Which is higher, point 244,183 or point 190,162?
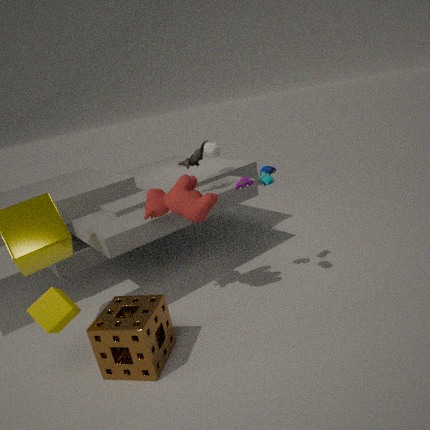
point 190,162
